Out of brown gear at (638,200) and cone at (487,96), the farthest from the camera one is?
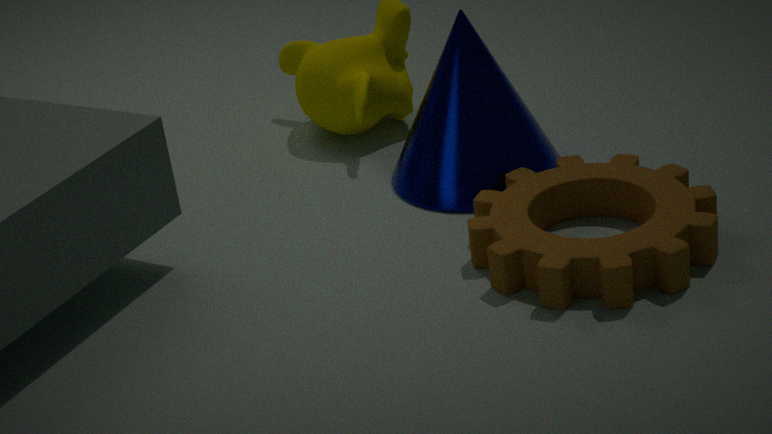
cone at (487,96)
